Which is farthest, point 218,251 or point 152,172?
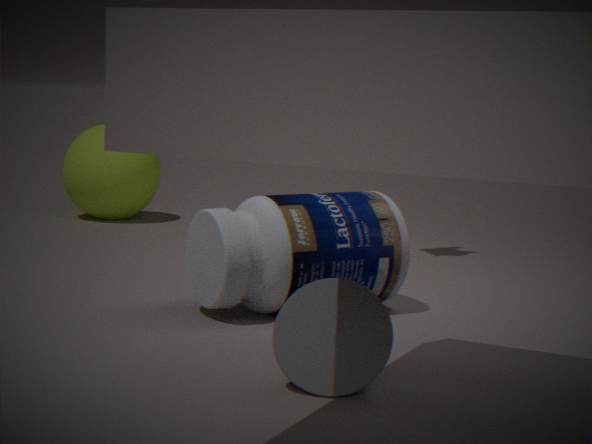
point 152,172
